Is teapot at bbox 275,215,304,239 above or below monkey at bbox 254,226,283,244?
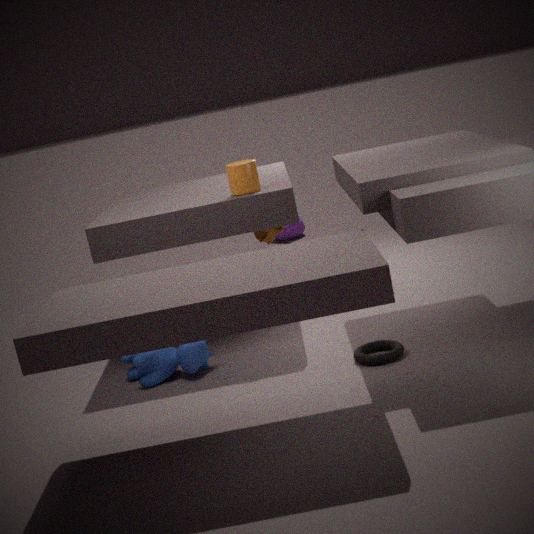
below
